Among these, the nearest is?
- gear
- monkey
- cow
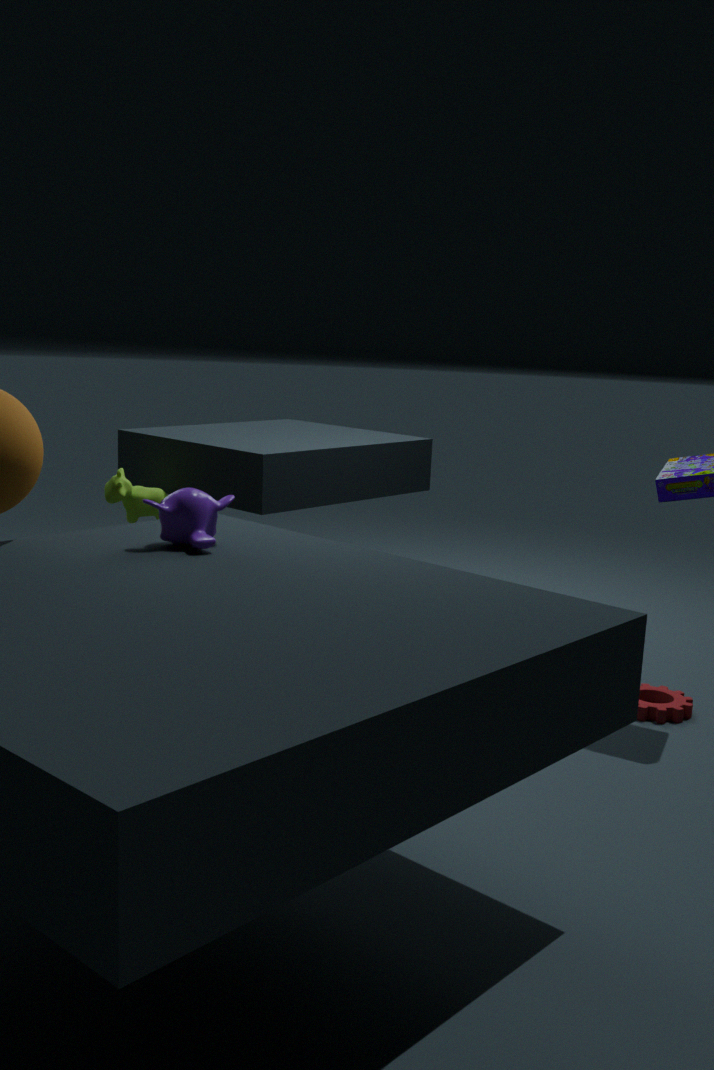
monkey
